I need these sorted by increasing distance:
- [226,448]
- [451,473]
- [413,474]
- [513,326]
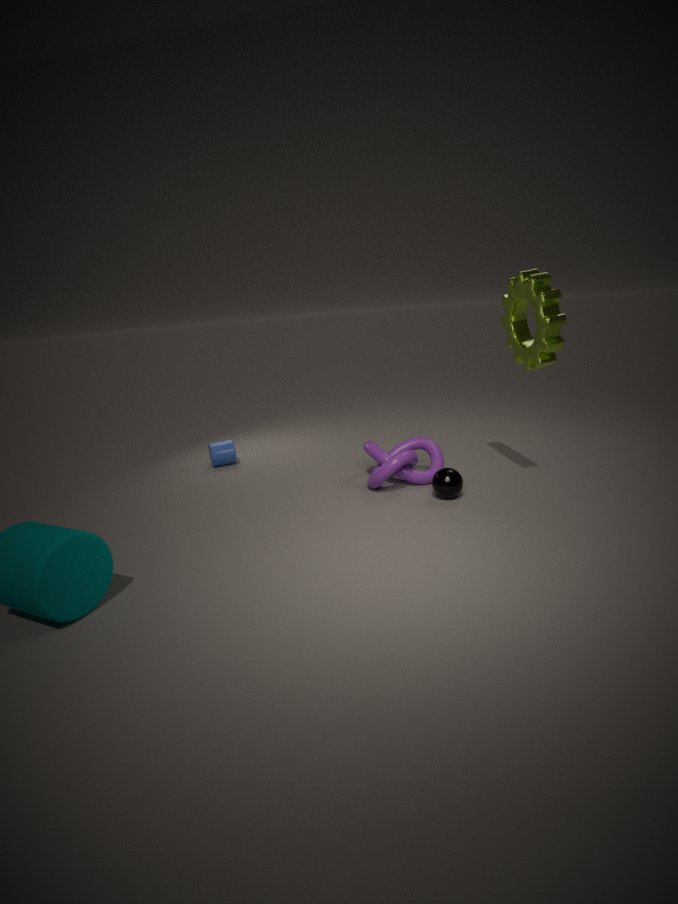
[451,473] → [513,326] → [413,474] → [226,448]
